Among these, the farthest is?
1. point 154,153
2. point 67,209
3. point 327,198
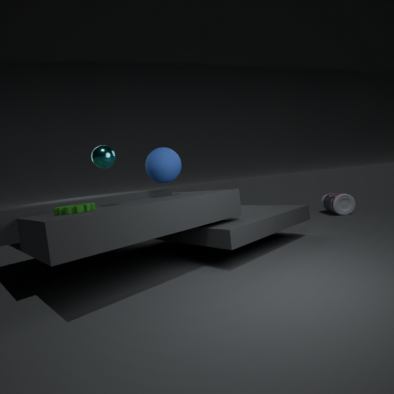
point 327,198
